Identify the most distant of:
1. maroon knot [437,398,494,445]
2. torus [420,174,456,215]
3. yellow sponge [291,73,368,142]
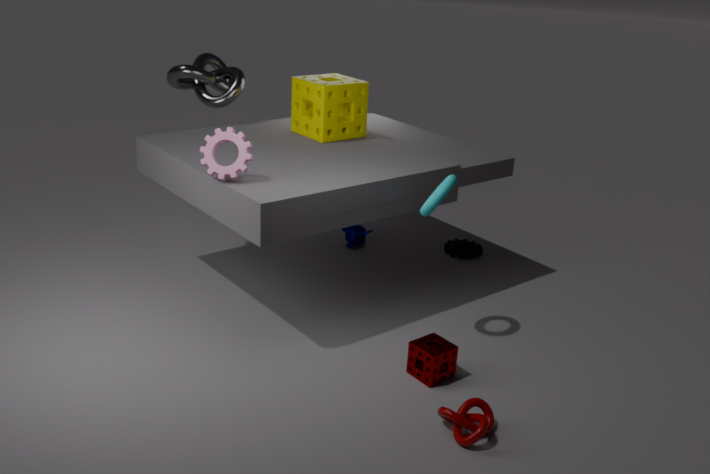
yellow sponge [291,73,368,142]
